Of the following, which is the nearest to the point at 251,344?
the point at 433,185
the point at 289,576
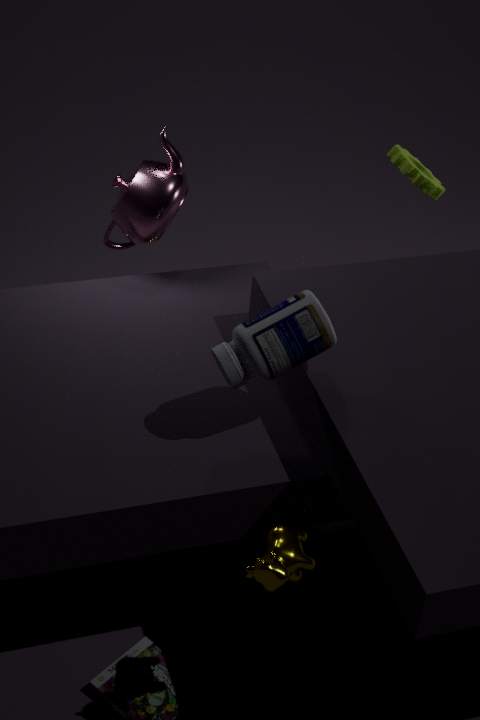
the point at 289,576
